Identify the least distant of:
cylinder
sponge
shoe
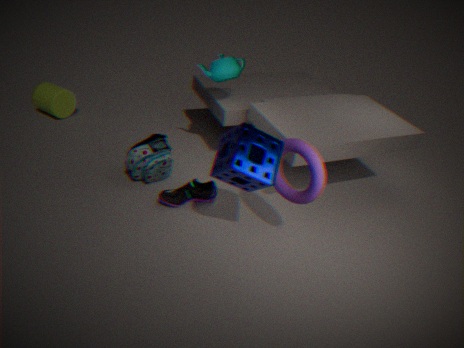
sponge
